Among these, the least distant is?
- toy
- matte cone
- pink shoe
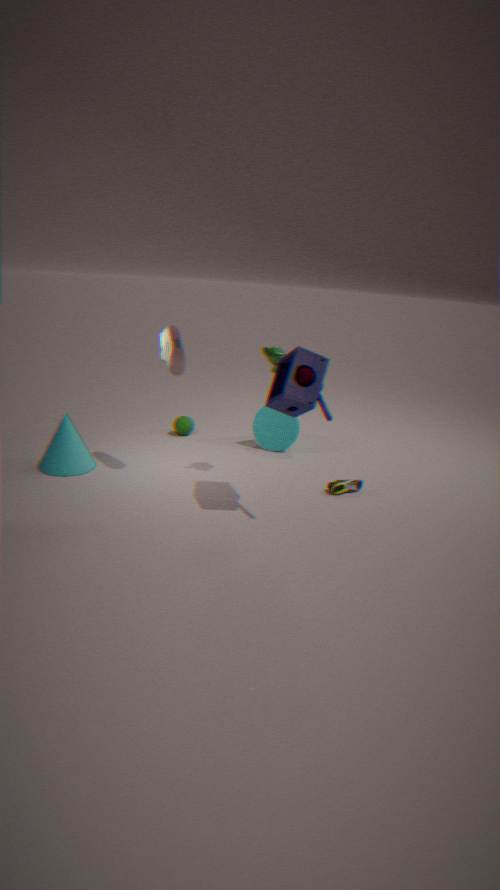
toy
